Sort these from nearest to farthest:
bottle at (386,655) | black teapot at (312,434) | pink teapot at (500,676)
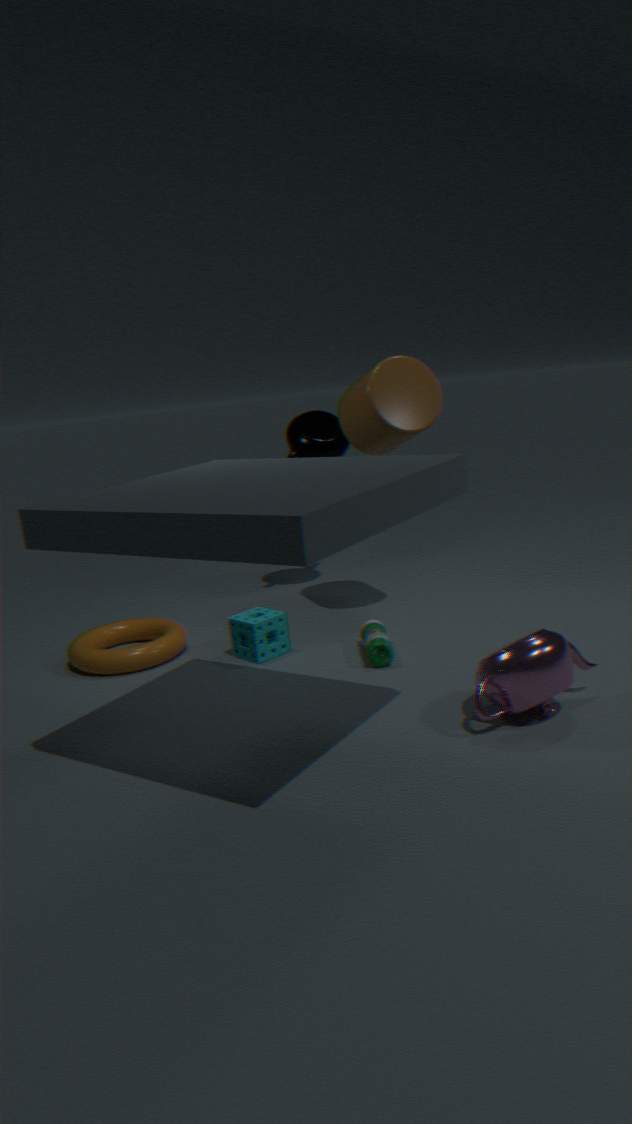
pink teapot at (500,676) → bottle at (386,655) → black teapot at (312,434)
